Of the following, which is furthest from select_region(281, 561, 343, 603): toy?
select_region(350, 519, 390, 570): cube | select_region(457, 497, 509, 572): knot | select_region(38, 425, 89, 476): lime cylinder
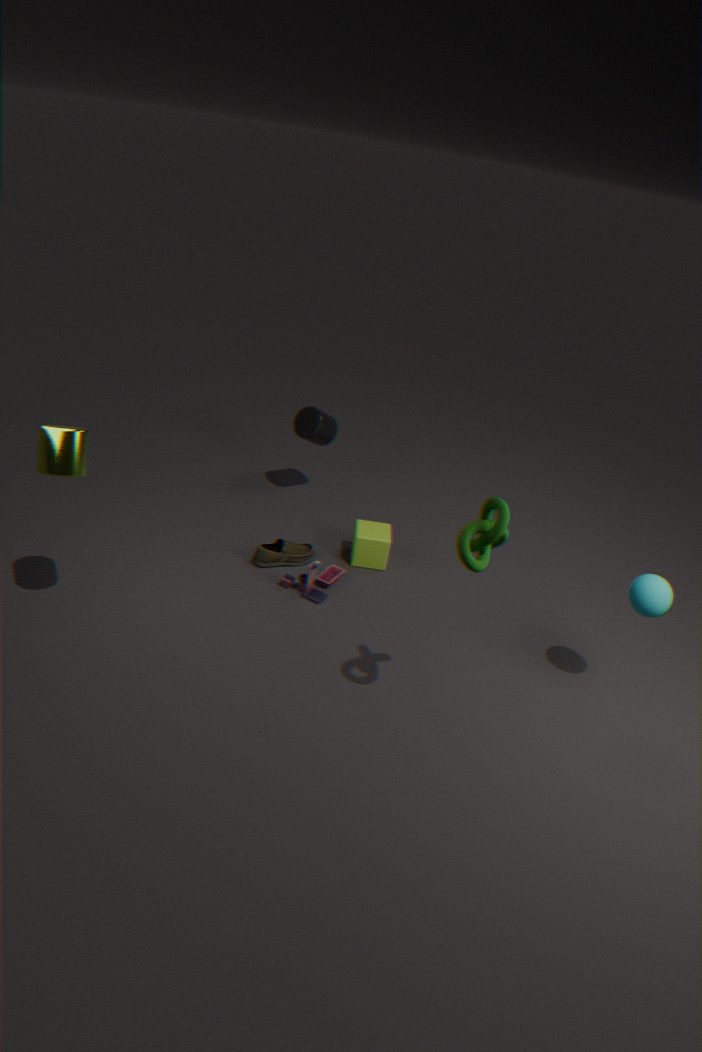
select_region(38, 425, 89, 476): lime cylinder
